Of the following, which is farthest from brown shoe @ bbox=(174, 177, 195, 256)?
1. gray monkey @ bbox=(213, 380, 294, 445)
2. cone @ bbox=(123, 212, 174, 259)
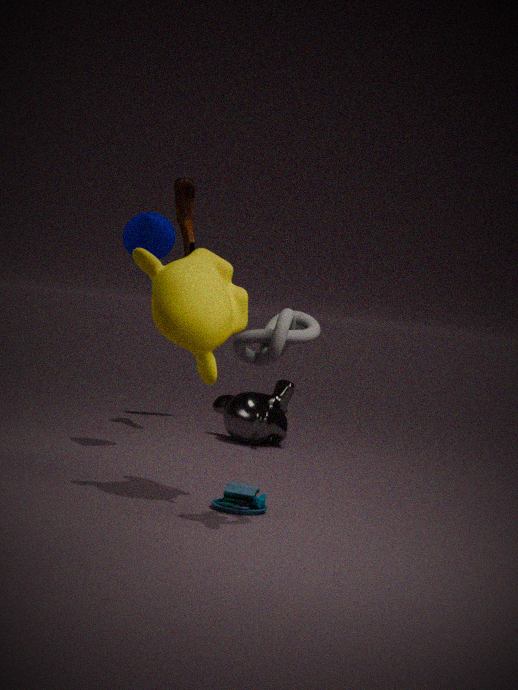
gray monkey @ bbox=(213, 380, 294, 445)
